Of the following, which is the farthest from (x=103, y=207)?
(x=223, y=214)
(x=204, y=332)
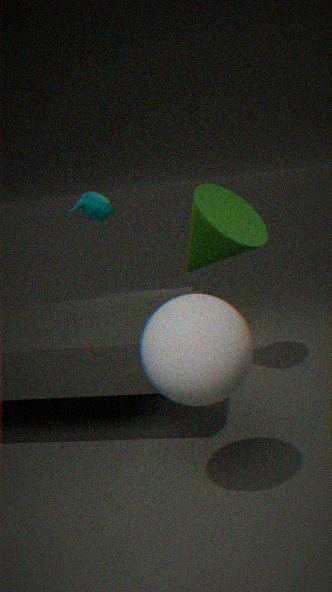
(x=204, y=332)
